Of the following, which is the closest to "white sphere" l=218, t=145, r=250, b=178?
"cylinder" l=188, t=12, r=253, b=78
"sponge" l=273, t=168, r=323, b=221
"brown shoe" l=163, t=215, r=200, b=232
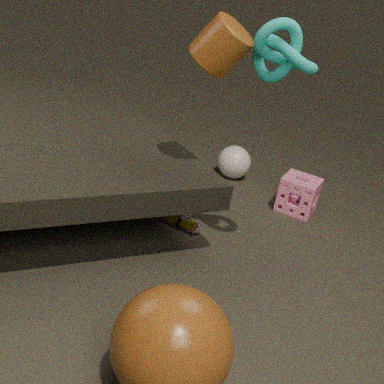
"sponge" l=273, t=168, r=323, b=221
